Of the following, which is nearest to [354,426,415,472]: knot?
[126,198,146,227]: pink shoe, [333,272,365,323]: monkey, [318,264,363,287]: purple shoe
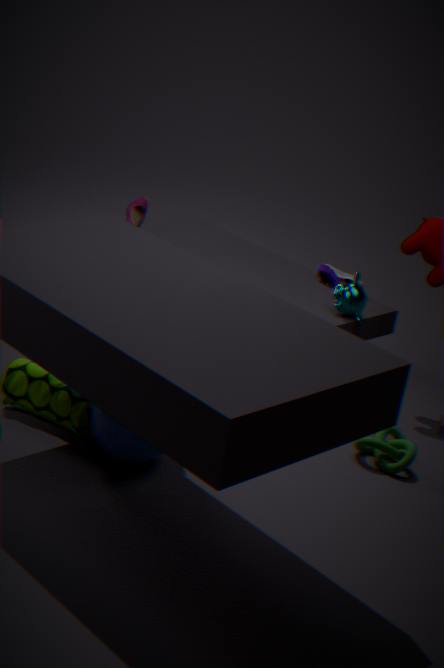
[333,272,365,323]: monkey
